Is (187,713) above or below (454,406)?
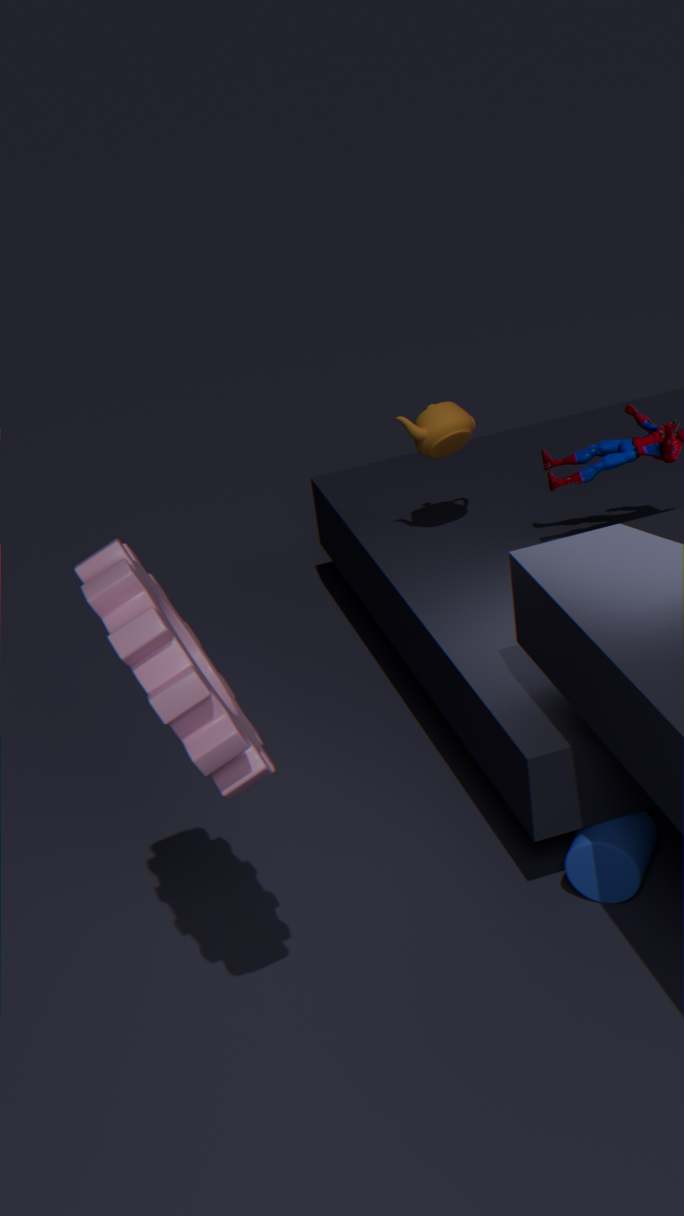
above
